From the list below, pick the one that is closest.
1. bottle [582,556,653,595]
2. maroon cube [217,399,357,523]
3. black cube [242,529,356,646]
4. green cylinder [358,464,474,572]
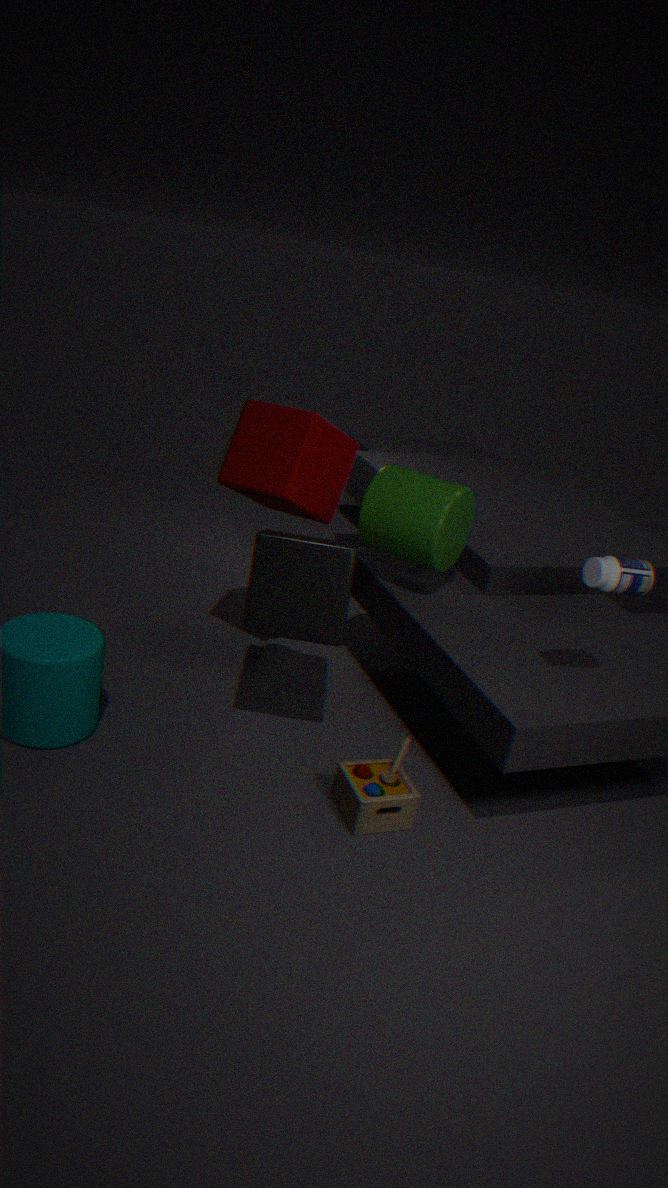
bottle [582,556,653,595]
